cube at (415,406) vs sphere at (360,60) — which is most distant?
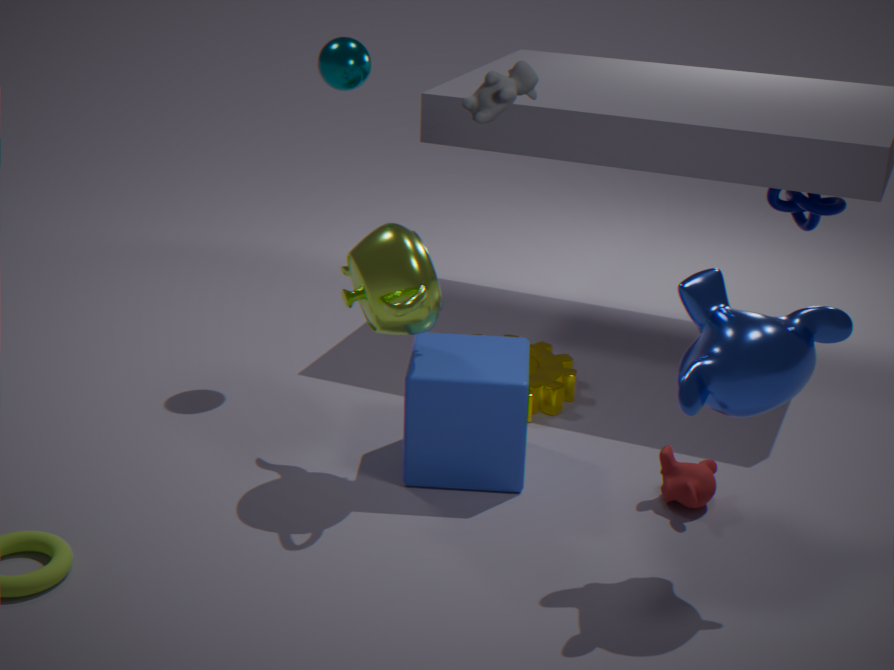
sphere at (360,60)
